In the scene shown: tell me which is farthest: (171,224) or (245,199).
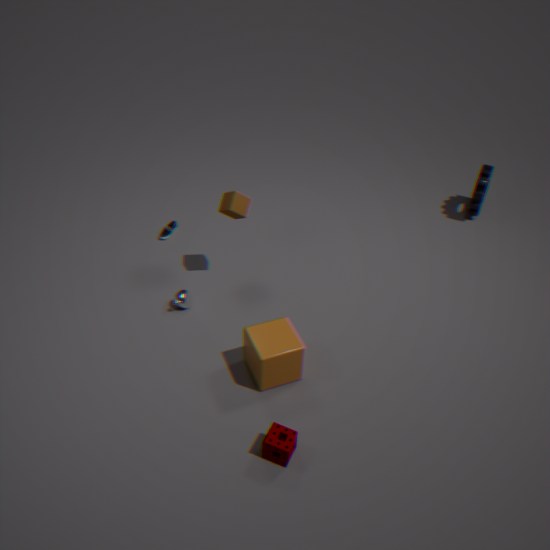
(171,224)
